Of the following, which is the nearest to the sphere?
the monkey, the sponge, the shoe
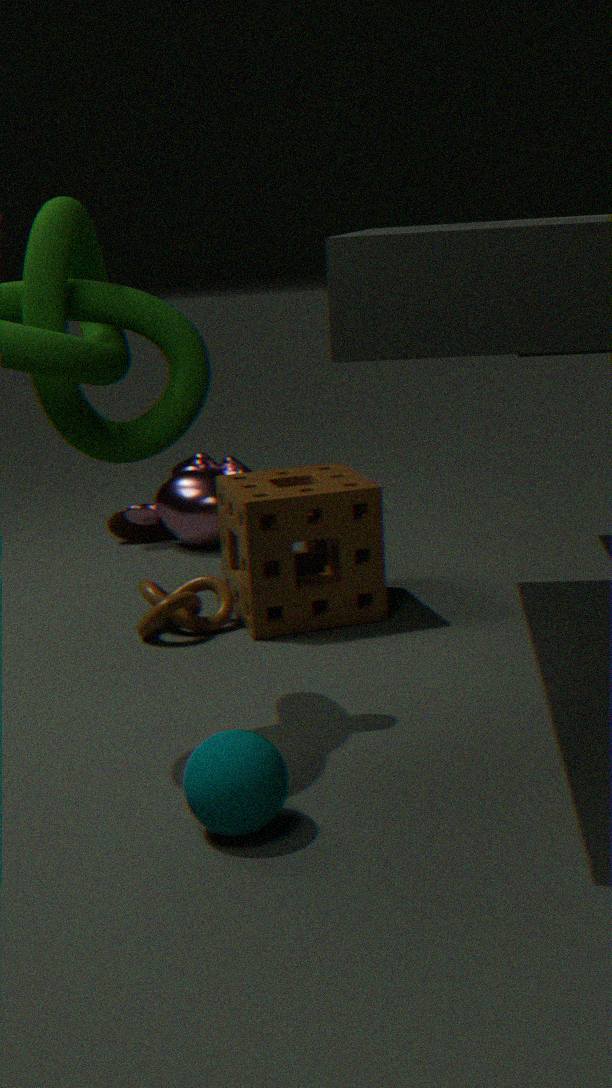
the sponge
